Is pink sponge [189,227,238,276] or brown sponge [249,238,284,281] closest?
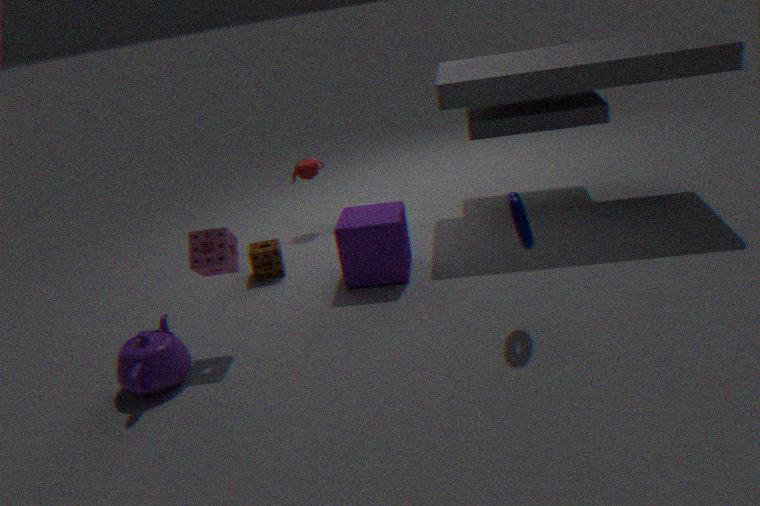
pink sponge [189,227,238,276]
